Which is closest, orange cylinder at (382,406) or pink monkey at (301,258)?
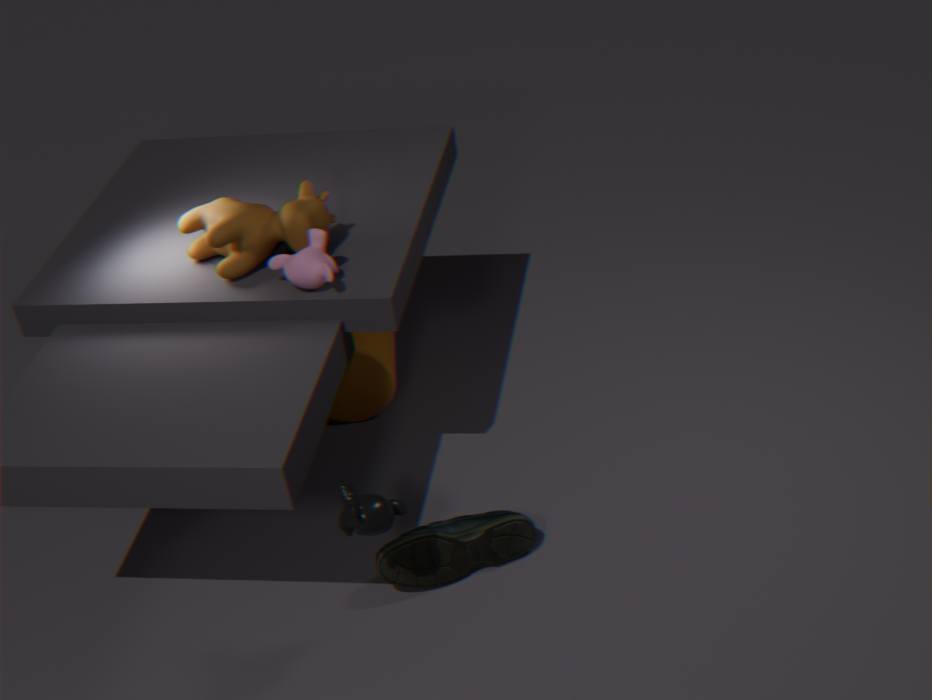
pink monkey at (301,258)
